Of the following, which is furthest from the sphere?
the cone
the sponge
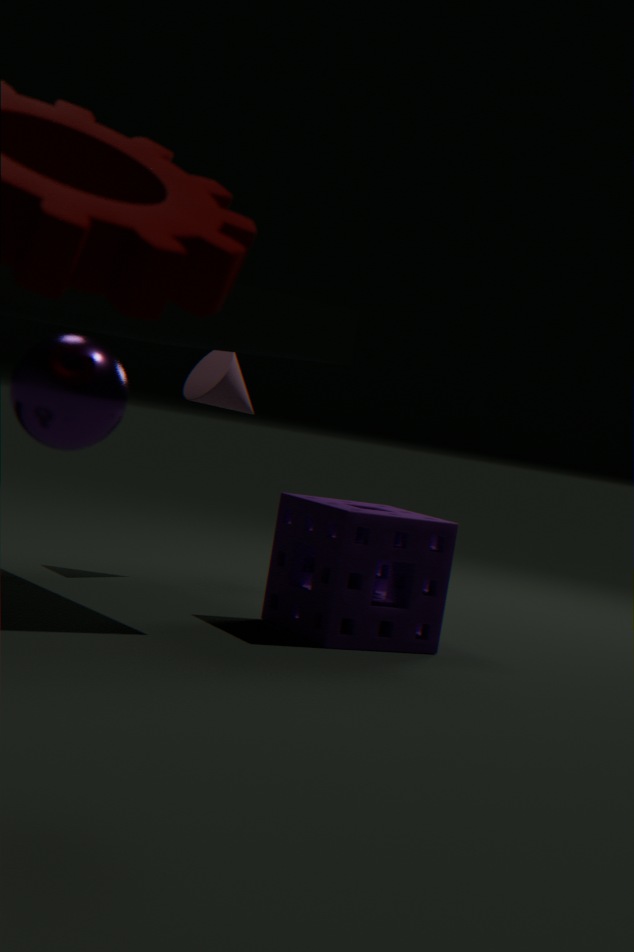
the cone
